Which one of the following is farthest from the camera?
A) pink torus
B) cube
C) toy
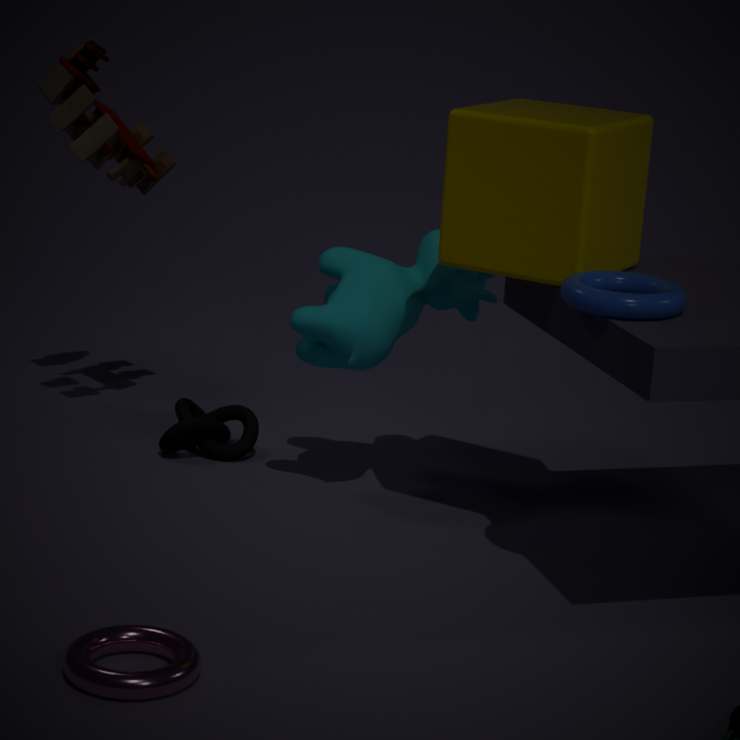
toy
